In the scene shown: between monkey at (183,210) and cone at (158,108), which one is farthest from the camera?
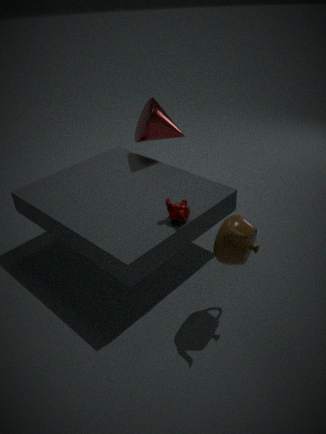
cone at (158,108)
